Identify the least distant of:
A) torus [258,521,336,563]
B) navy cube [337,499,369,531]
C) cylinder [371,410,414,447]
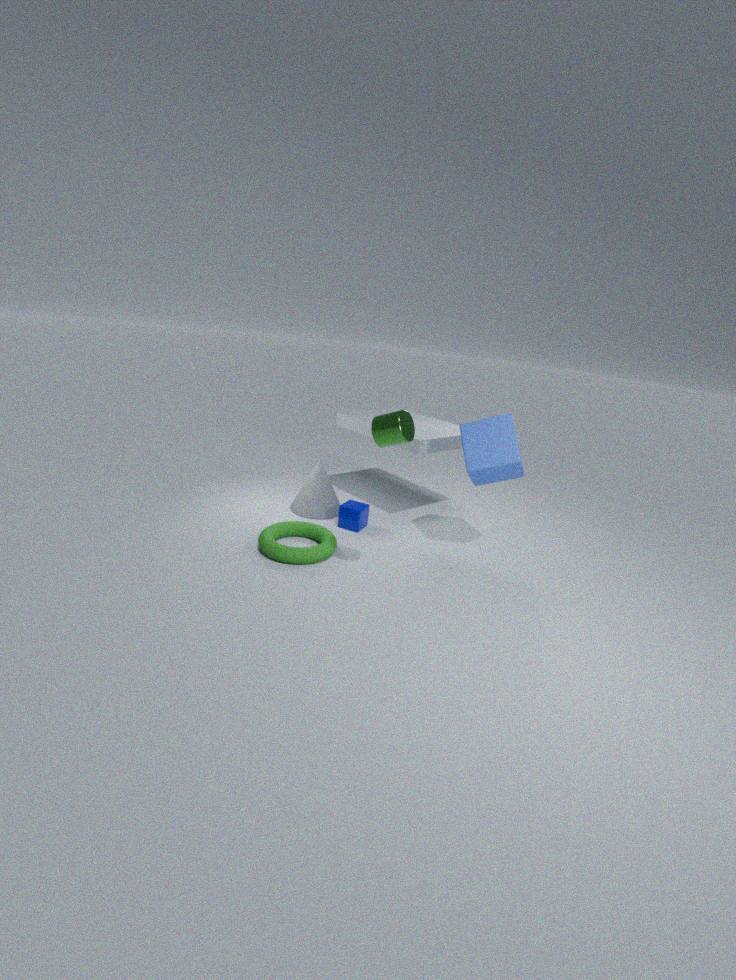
cylinder [371,410,414,447]
